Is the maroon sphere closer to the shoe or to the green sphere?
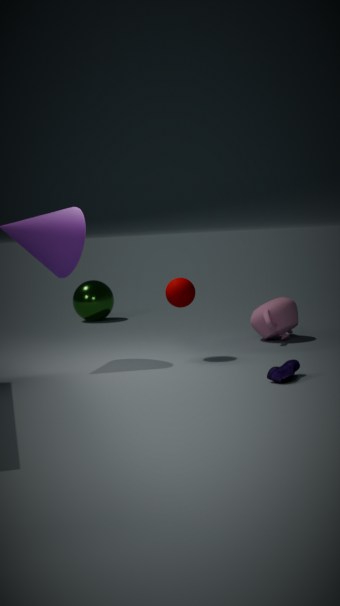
the shoe
